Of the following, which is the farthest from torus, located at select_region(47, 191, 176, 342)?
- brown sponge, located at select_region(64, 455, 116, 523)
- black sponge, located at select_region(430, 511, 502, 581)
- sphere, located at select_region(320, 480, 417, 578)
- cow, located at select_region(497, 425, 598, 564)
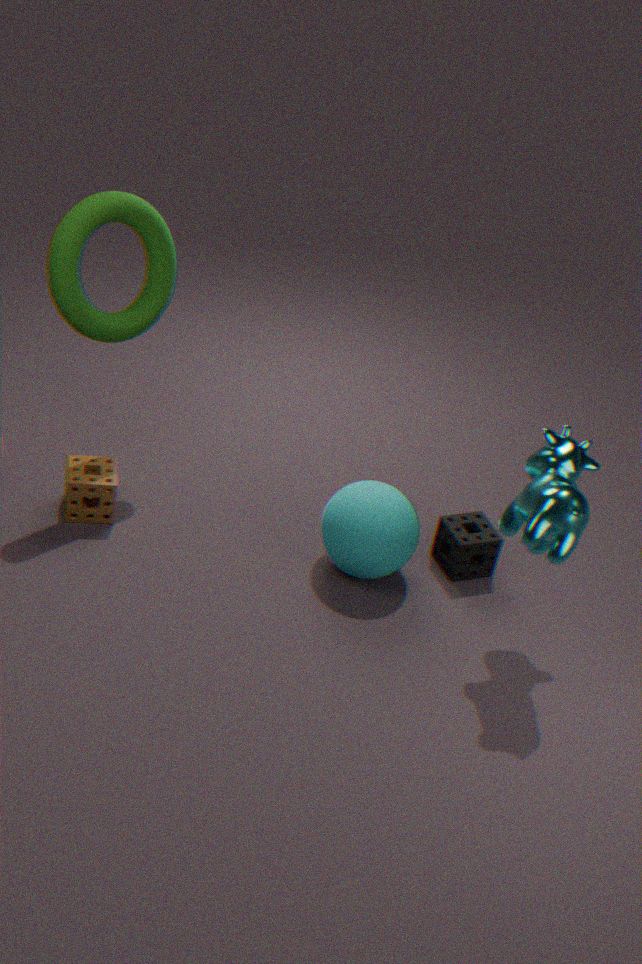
cow, located at select_region(497, 425, 598, 564)
